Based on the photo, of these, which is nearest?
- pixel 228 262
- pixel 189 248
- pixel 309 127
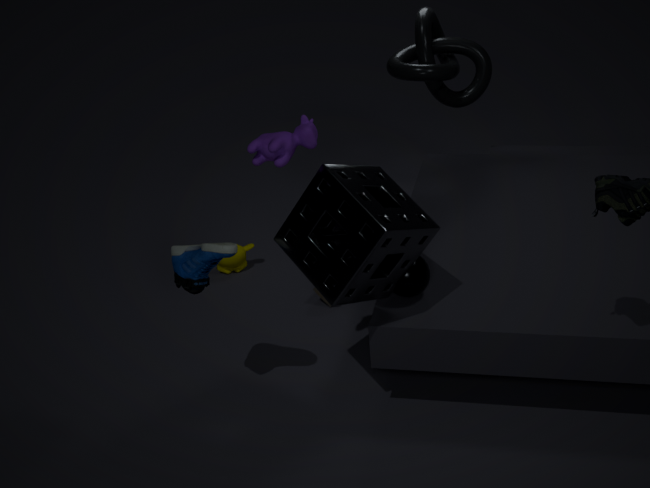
pixel 309 127
